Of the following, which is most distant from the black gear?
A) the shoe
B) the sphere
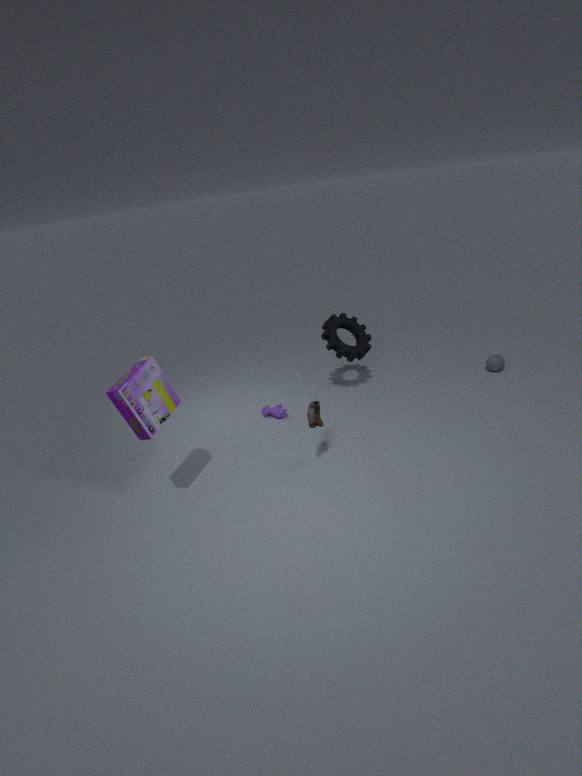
the sphere
